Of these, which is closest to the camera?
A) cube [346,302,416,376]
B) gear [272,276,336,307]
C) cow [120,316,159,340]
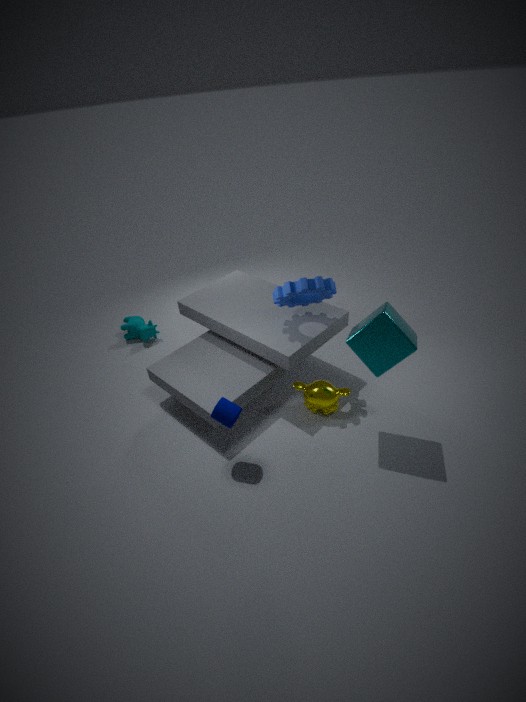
cube [346,302,416,376]
